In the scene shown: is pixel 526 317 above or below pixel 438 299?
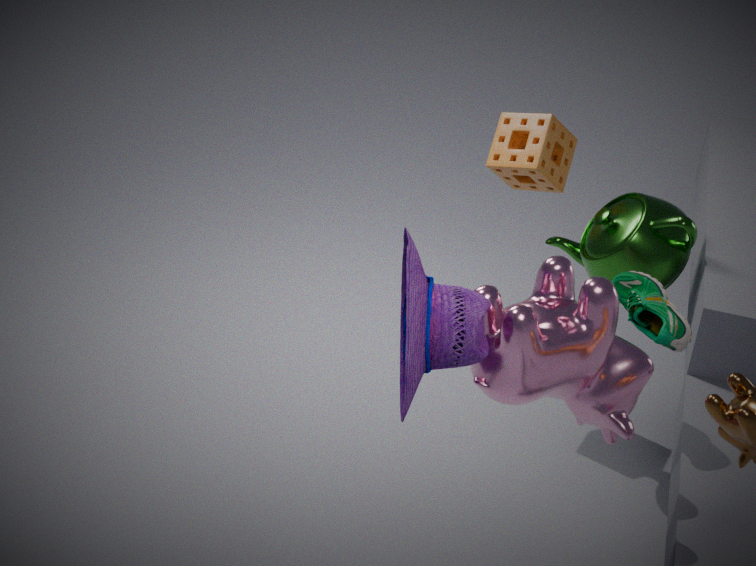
below
